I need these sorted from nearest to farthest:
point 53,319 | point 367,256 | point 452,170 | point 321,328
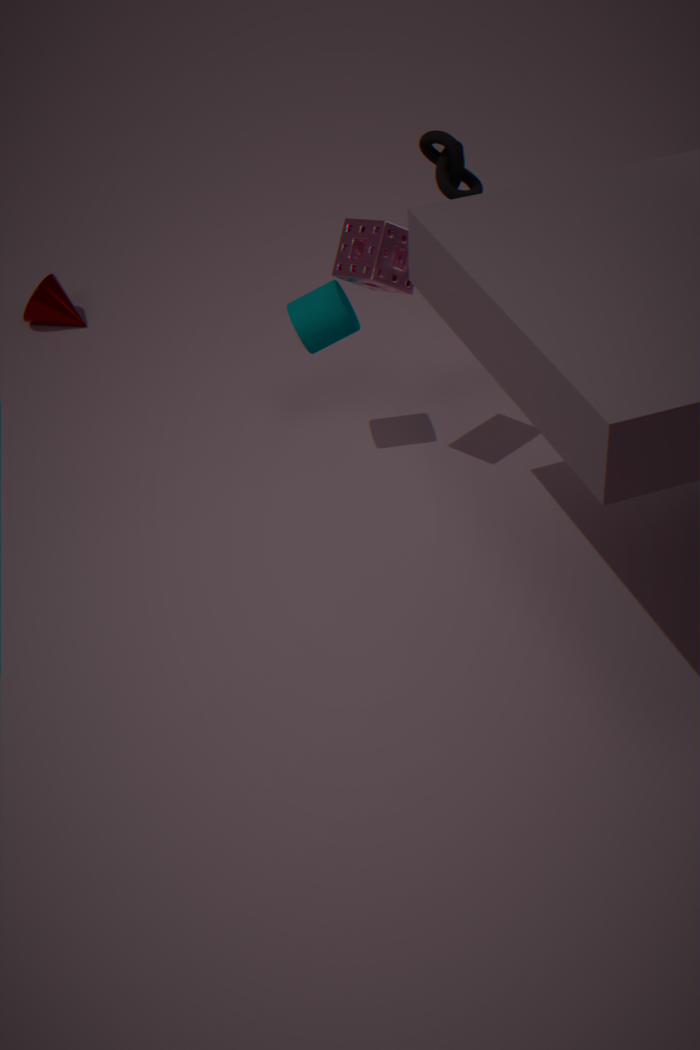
point 367,256, point 321,328, point 452,170, point 53,319
